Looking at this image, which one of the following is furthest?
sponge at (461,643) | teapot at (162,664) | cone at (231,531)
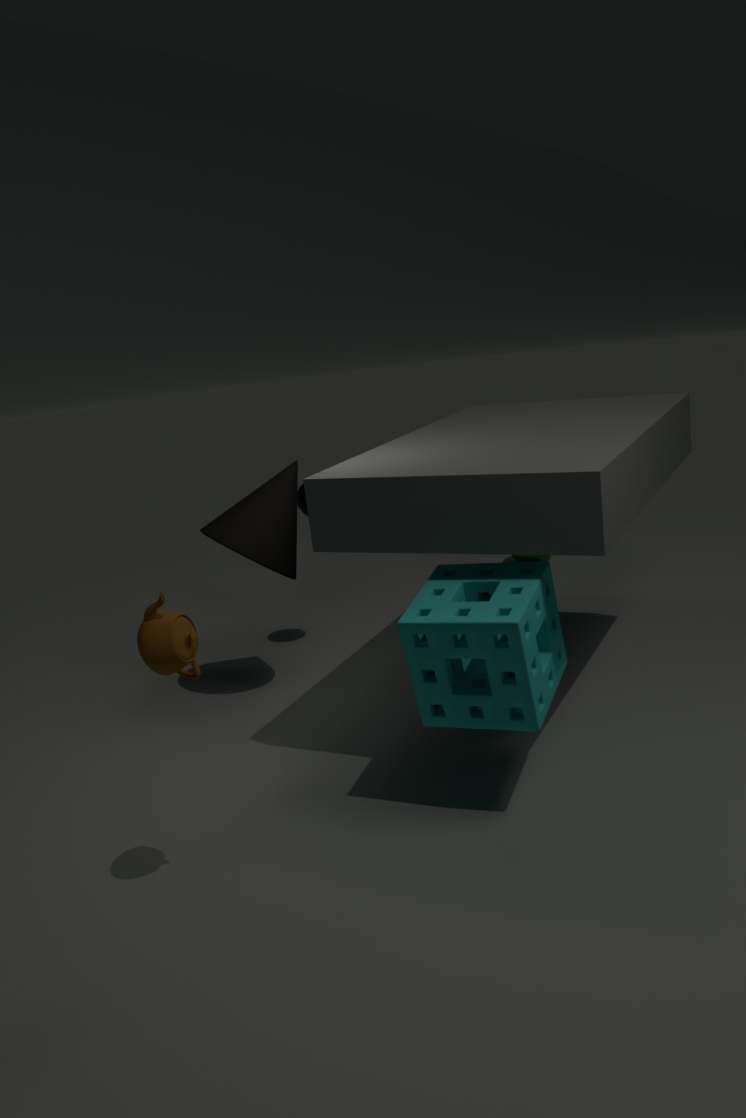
cone at (231,531)
